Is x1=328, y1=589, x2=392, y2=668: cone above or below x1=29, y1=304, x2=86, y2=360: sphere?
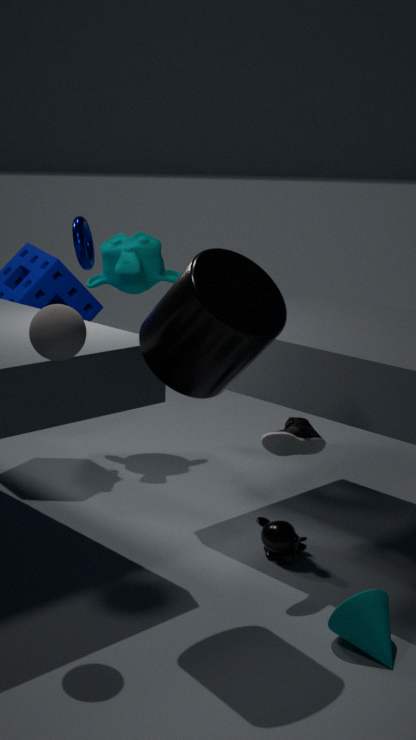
below
